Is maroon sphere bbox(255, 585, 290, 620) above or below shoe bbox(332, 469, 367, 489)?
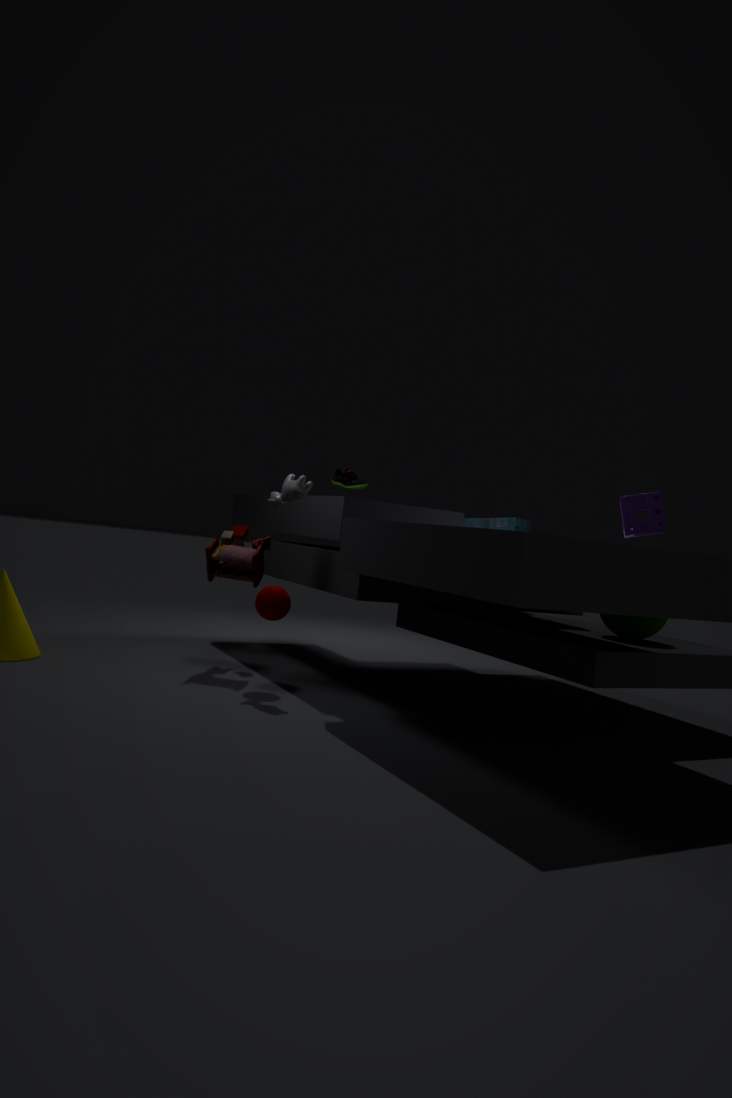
below
